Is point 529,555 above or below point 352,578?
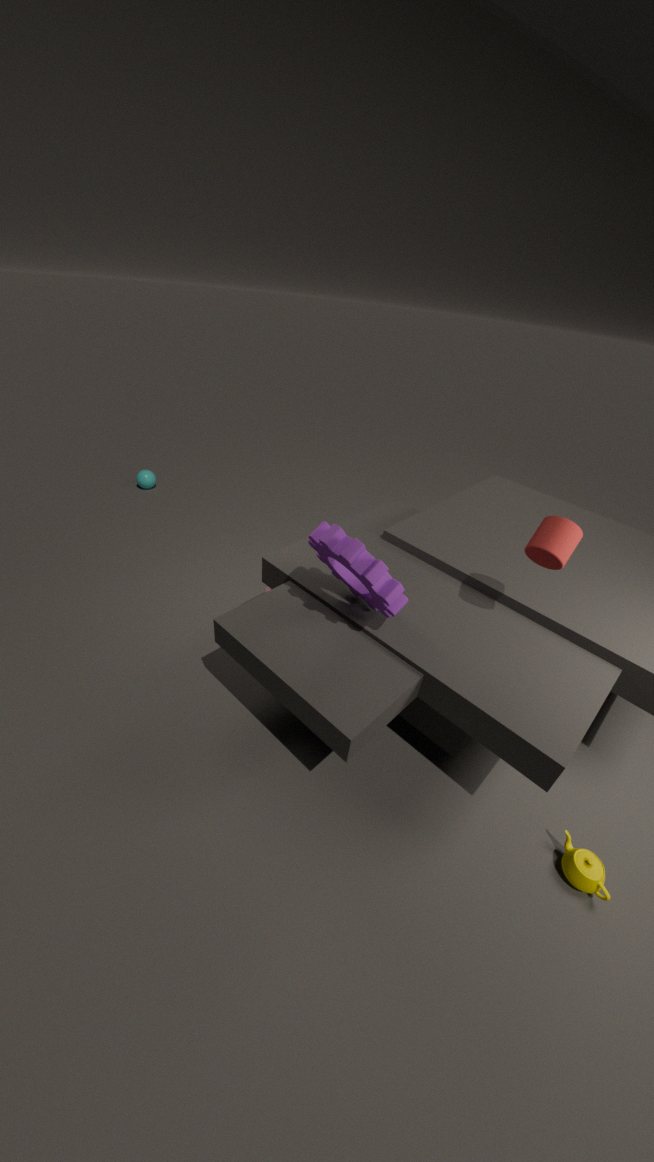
above
